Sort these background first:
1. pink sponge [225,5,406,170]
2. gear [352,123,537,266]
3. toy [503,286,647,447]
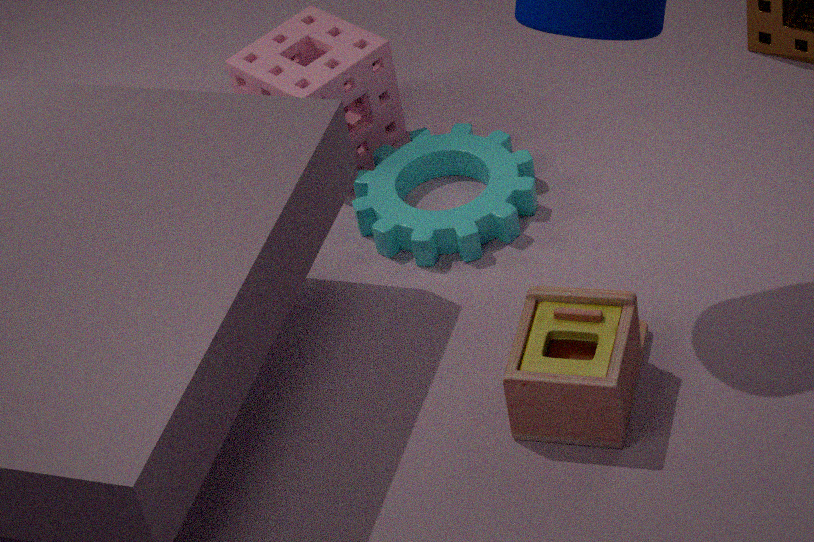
pink sponge [225,5,406,170]
gear [352,123,537,266]
toy [503,286,647,447]
